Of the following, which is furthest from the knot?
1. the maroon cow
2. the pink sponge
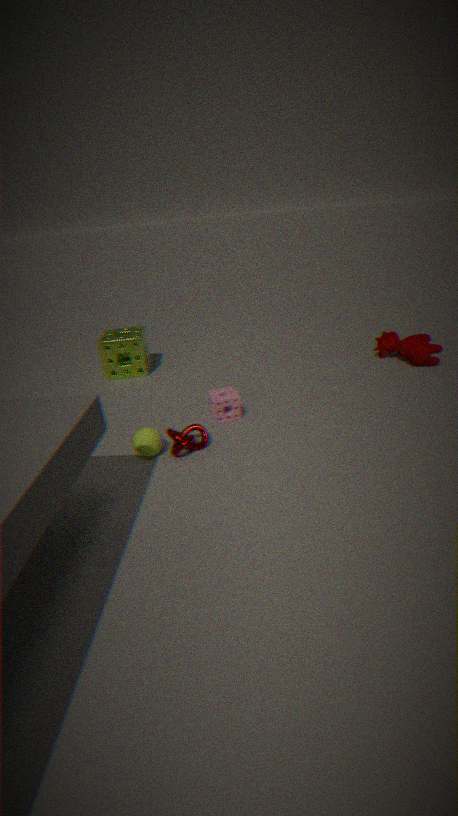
the maroon cow
